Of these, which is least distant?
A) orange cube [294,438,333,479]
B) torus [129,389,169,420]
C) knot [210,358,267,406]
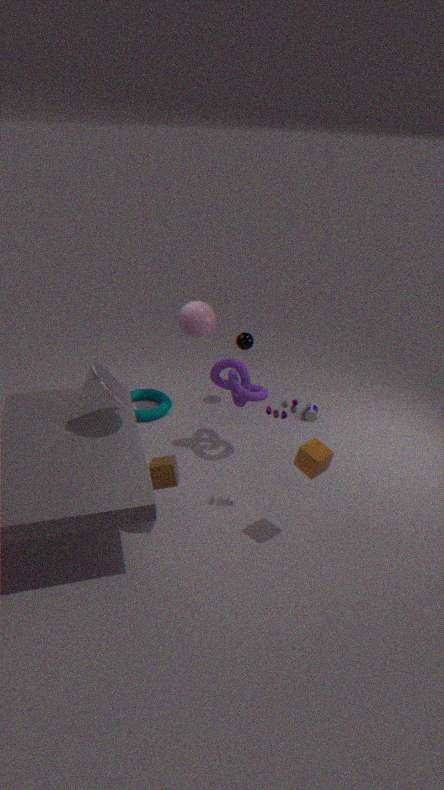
A. orange cube [294,438,333,479]
